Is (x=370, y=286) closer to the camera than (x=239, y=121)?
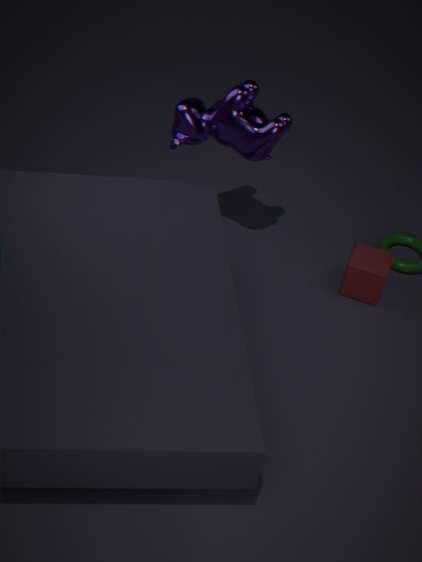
No
